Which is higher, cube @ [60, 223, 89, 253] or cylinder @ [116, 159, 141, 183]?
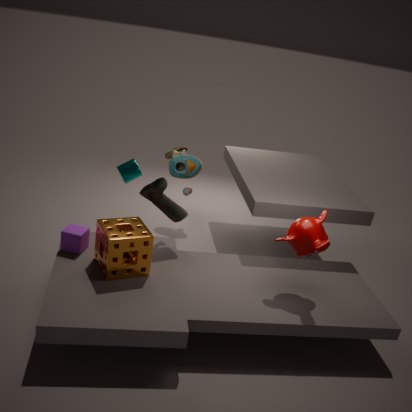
cylinder @ [116, 159, 141, 183]
